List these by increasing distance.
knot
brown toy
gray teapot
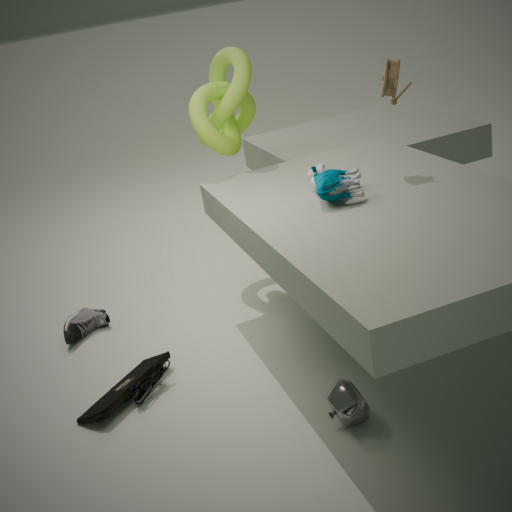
gray teapot, brown toy, knot
